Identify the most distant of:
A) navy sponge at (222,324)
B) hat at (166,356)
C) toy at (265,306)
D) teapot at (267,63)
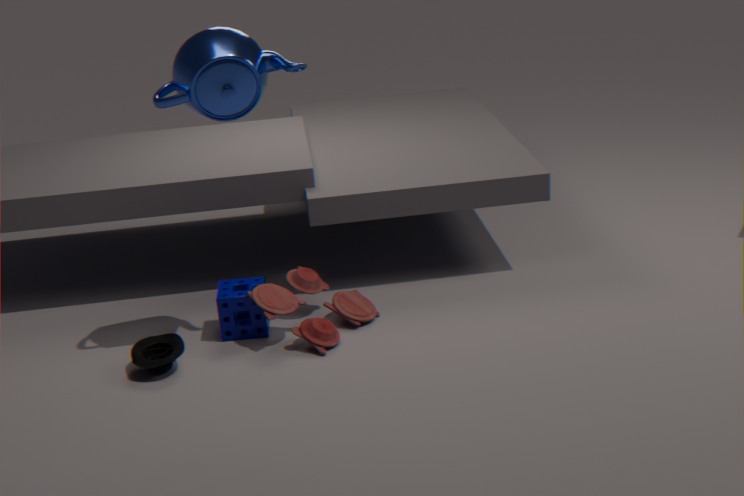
navy sponge at (222,324)
